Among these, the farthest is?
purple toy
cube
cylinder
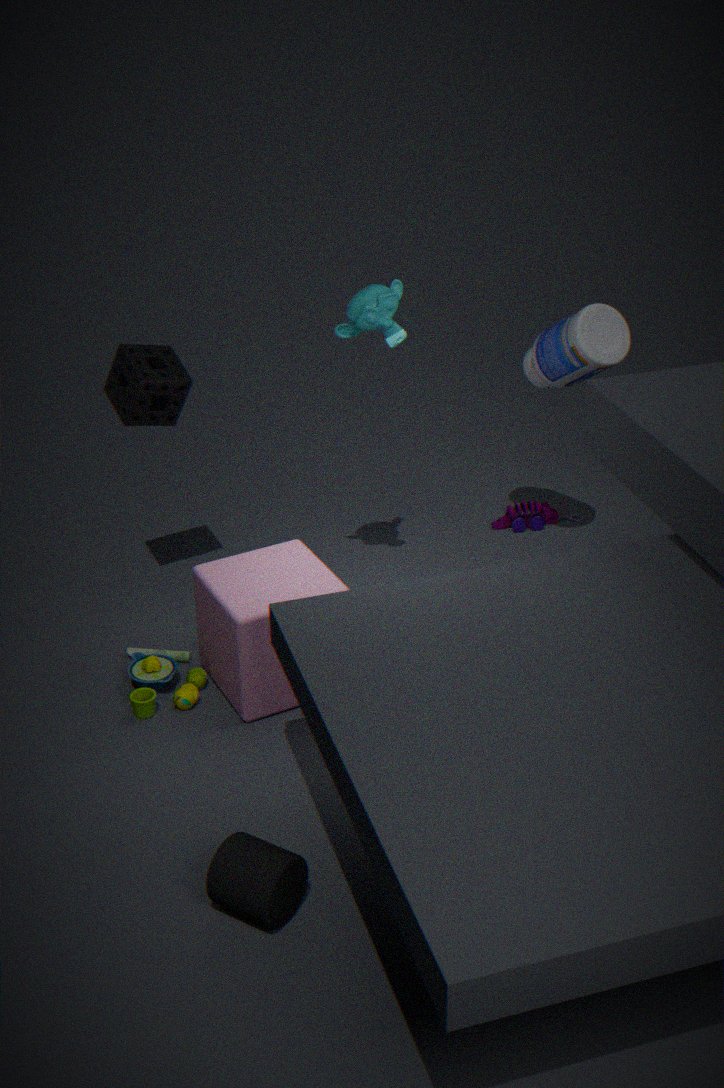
purple toy
